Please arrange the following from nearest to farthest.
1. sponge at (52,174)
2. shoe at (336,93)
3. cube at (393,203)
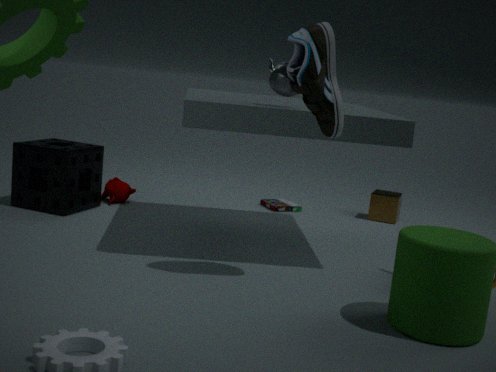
shoe at (336,93) < sponge at (52,174) < cube at (393,203)
